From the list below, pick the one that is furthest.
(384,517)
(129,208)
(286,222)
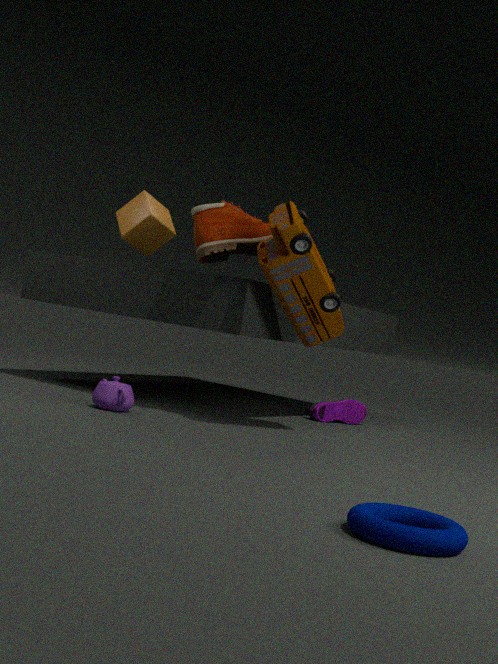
(129,208)
